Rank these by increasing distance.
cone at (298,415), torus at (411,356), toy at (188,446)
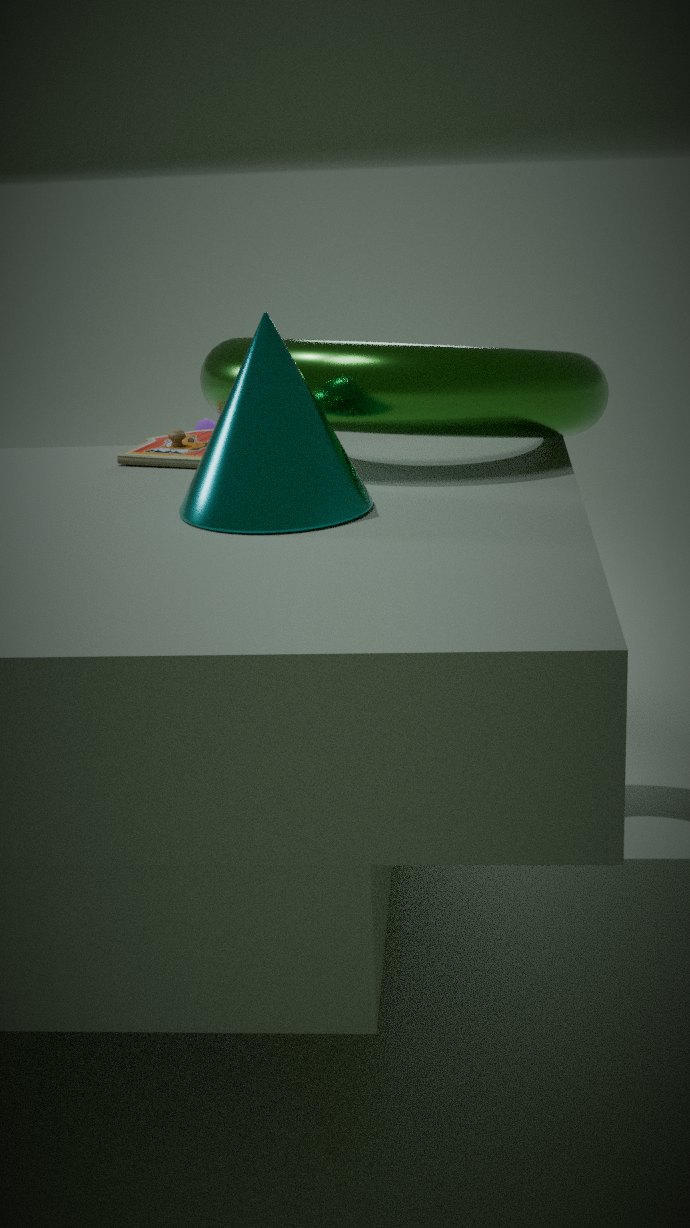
cone at (298,415)
torus at (411,356)
toy at (188,446)
